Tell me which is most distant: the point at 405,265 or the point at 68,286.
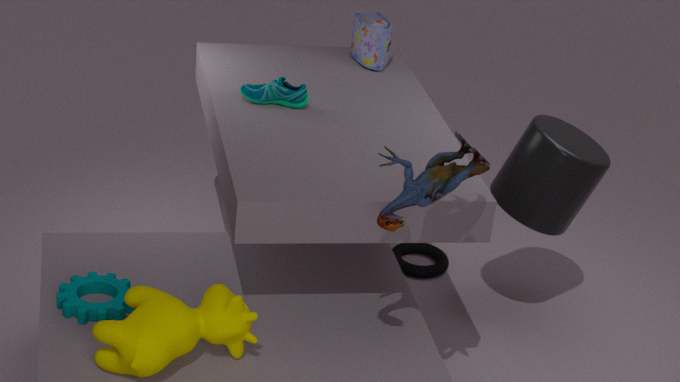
the point at 405,265
